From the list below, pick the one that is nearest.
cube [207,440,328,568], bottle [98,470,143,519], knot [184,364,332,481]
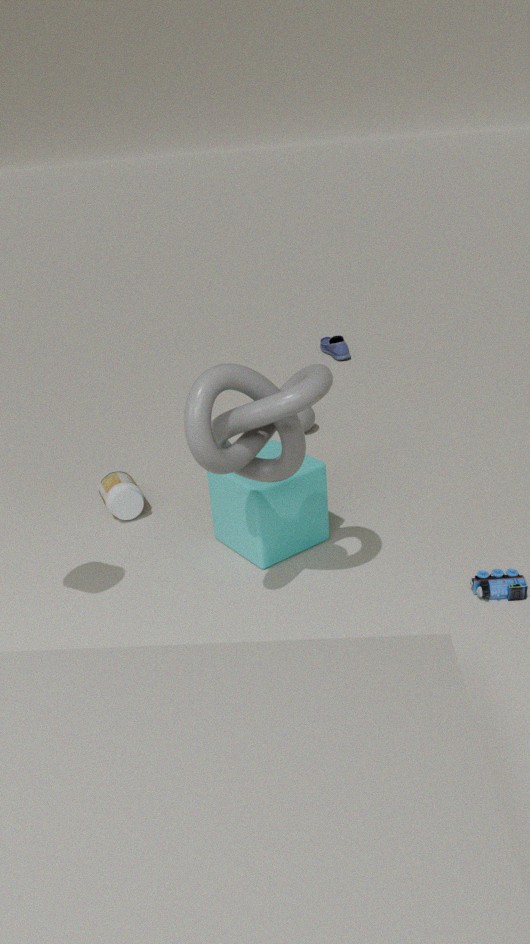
knot [184,364,332,481]
